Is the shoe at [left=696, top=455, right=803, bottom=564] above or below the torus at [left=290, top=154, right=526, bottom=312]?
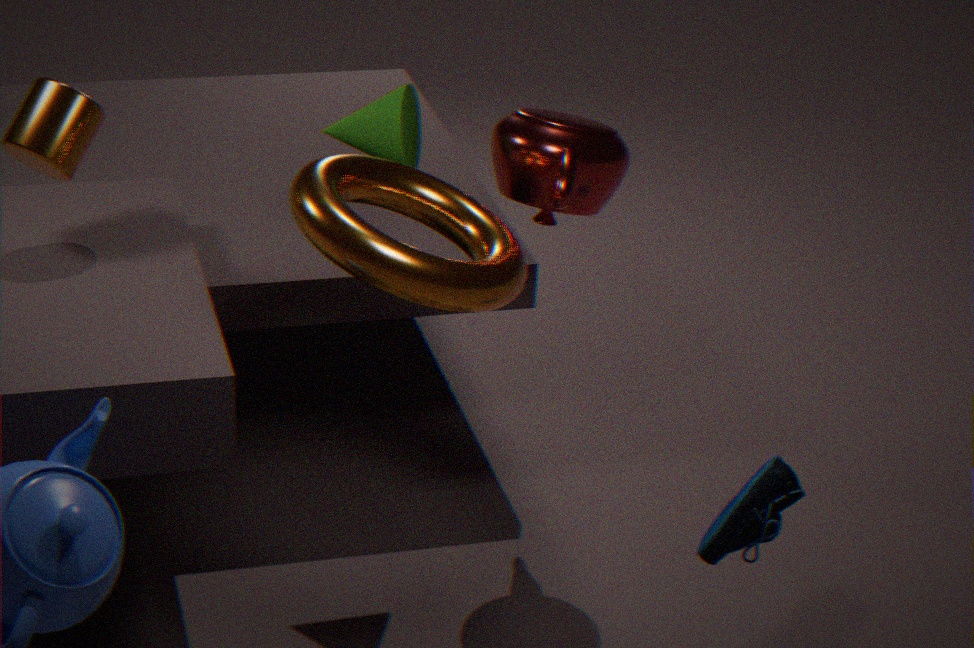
below
